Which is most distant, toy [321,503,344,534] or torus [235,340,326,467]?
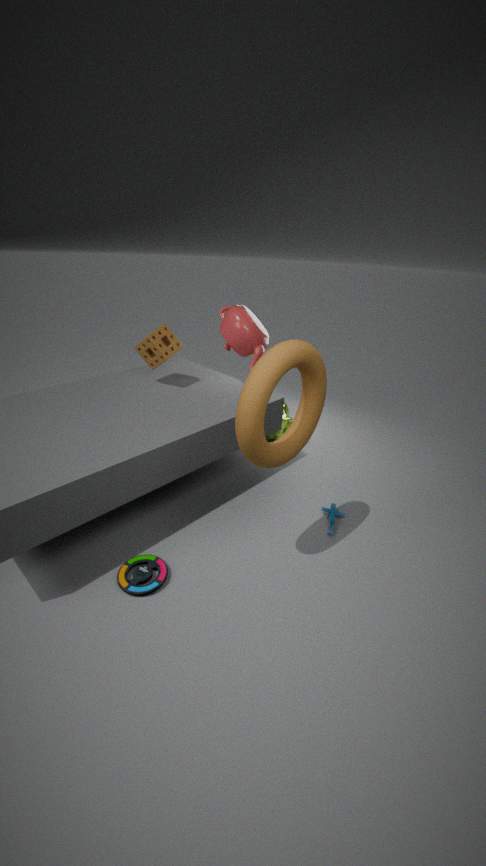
toy [321,503,344,534]
